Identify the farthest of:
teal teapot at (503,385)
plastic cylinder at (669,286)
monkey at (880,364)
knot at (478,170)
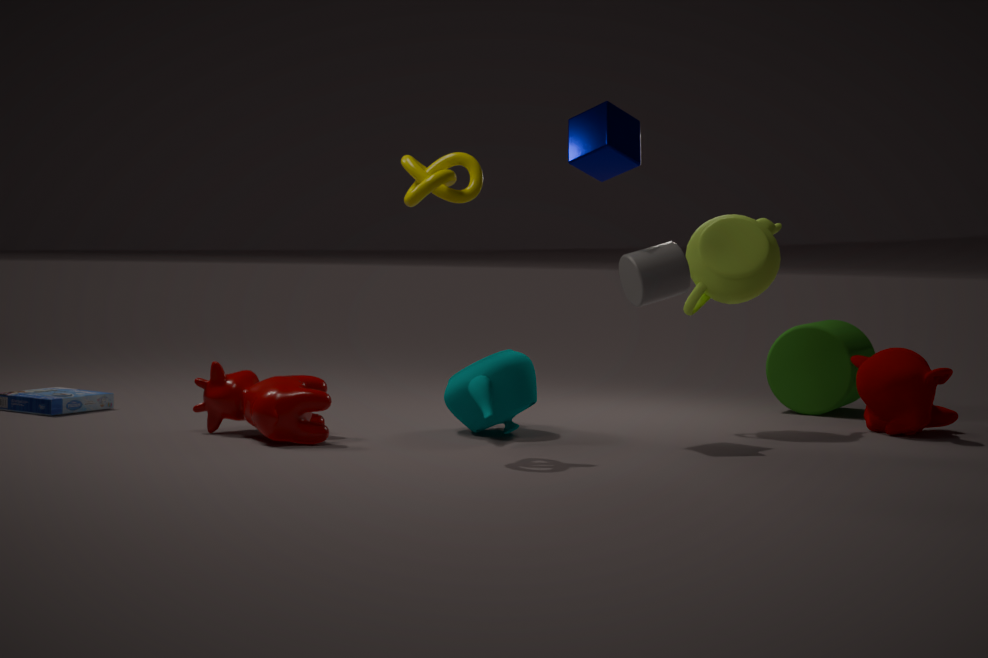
monkey at (880,364)
